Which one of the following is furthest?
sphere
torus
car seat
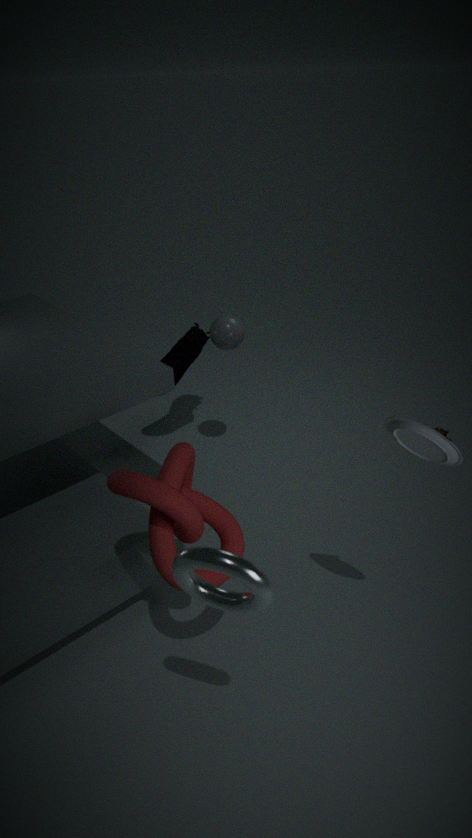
sphere
